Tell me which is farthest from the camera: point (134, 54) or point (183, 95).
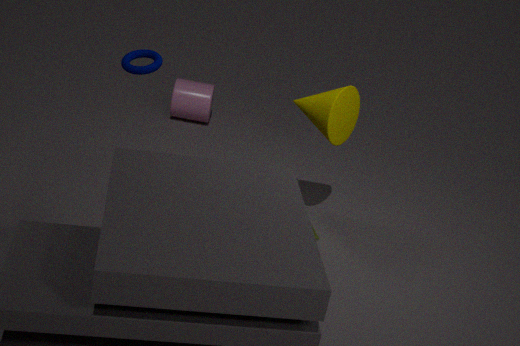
point (183, 95)
